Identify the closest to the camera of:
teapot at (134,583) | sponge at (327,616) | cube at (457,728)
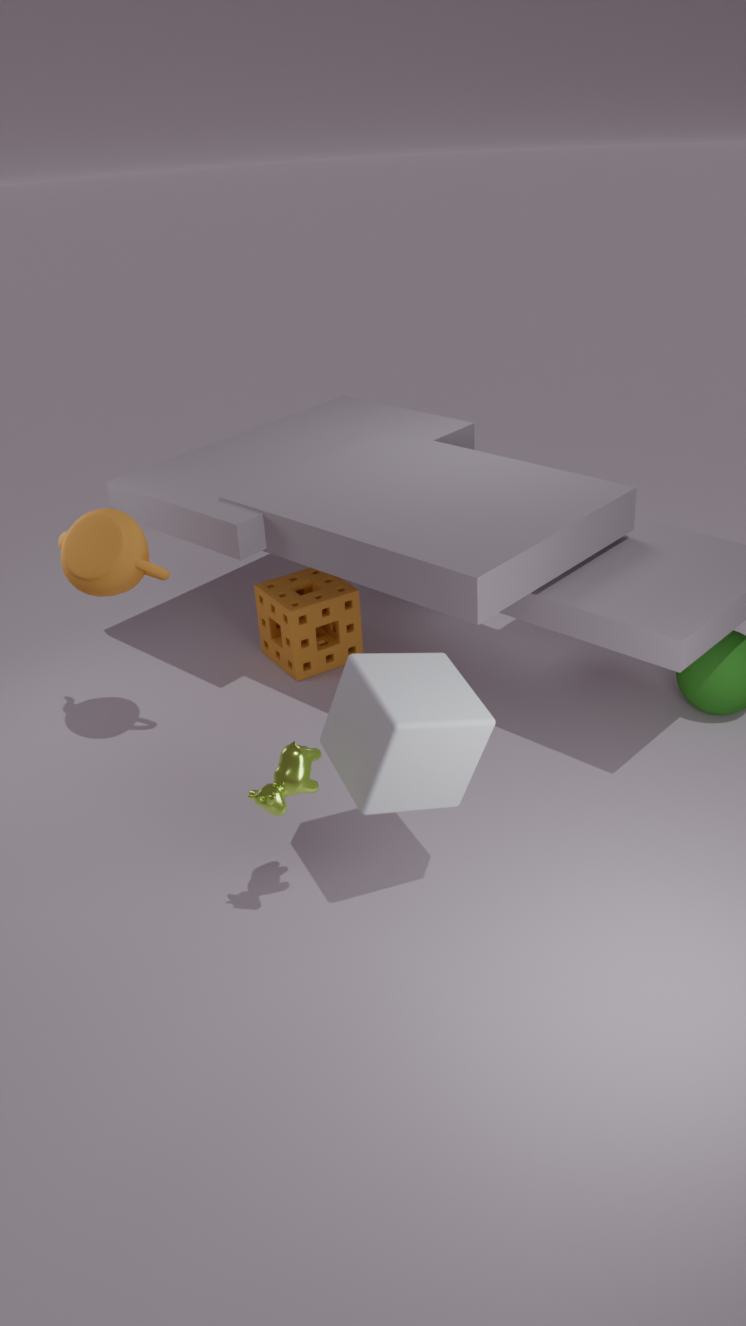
cube at (457,728)
